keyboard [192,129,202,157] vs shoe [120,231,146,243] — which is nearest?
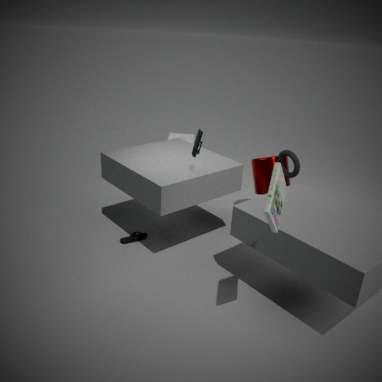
keyboard [192,129,202,157]
